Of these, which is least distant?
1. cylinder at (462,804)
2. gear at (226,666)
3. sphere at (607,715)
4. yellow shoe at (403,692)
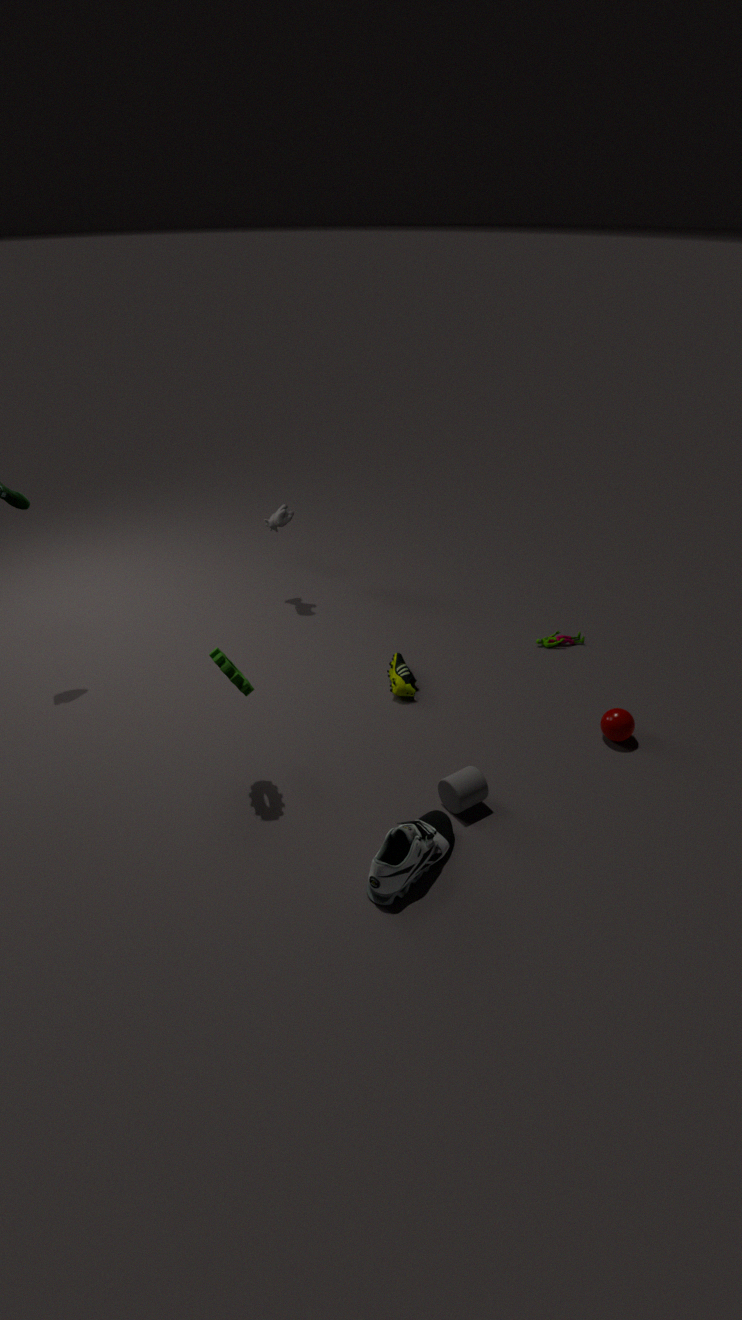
gear at (226,666)
